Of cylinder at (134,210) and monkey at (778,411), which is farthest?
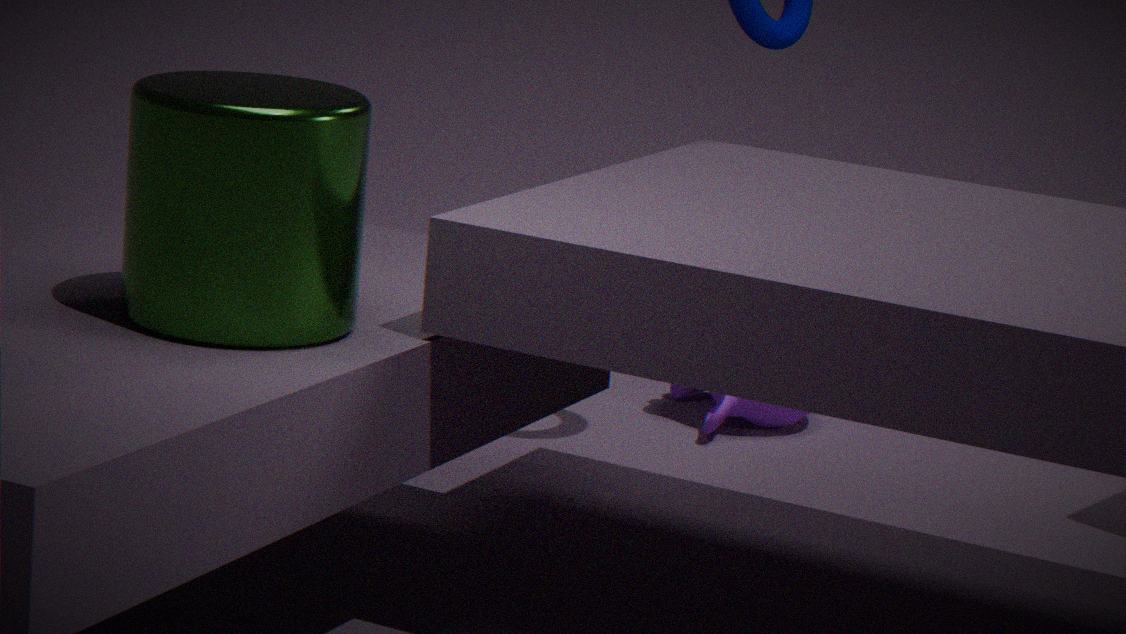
monkey at (778,411)
